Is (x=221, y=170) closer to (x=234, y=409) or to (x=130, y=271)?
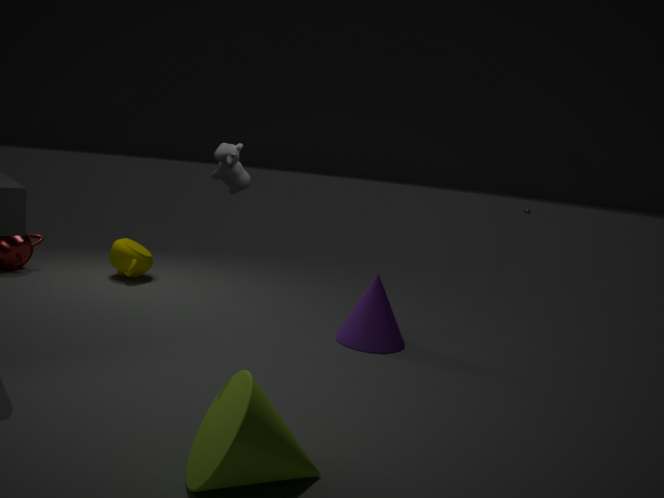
(x=234, y=409)
